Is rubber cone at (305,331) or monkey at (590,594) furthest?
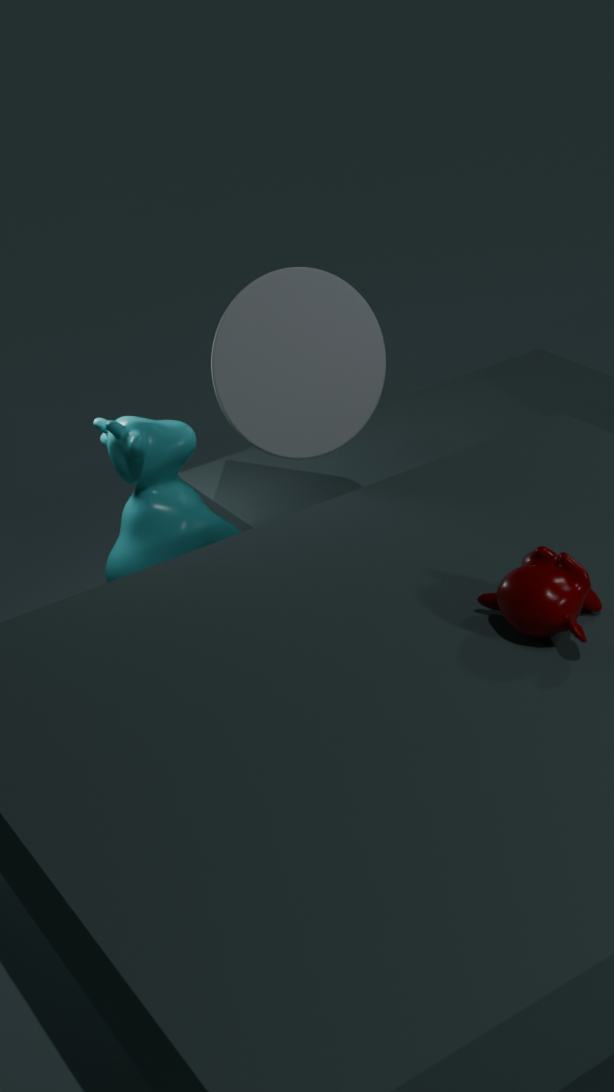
rubber cone at (305,331)
